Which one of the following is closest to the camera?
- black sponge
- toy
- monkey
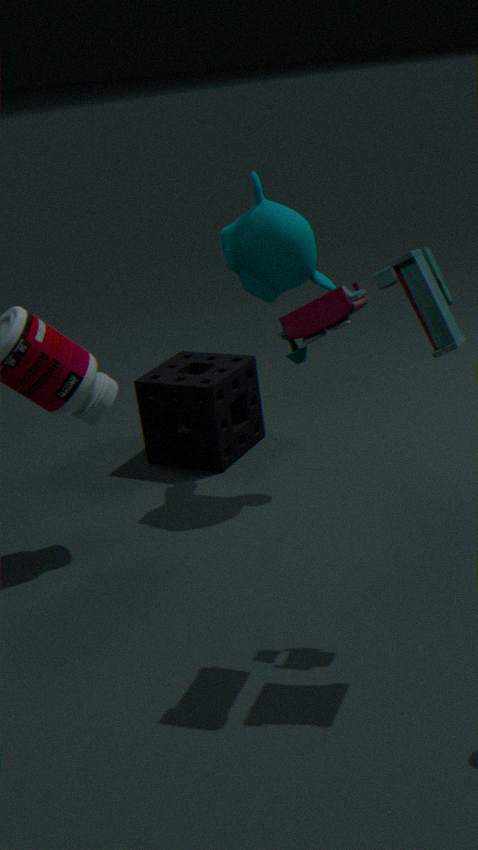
toy
